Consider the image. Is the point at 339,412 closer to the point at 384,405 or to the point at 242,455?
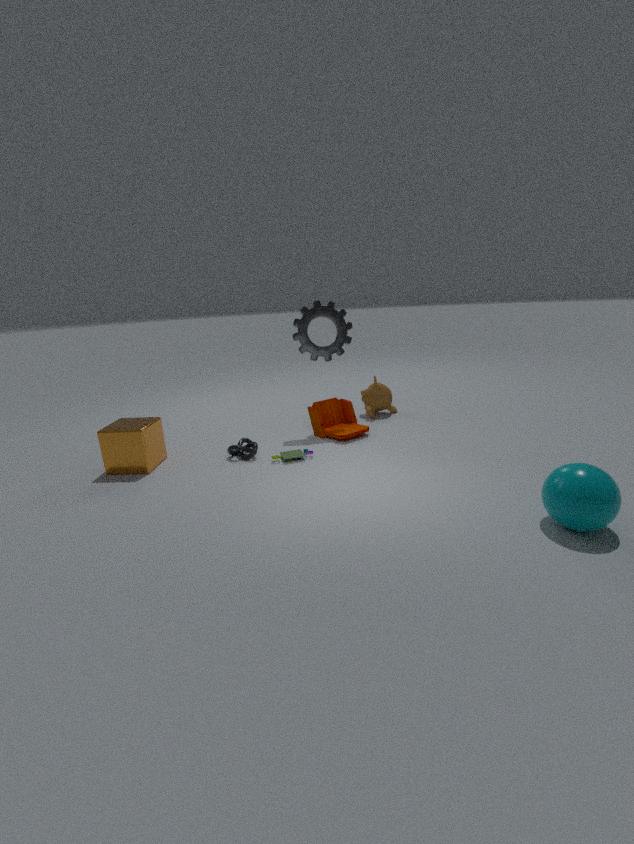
the point at 384,405
